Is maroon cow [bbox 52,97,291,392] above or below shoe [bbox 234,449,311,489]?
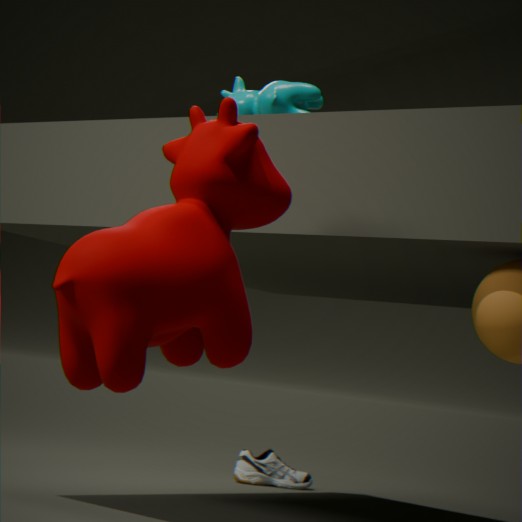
above
